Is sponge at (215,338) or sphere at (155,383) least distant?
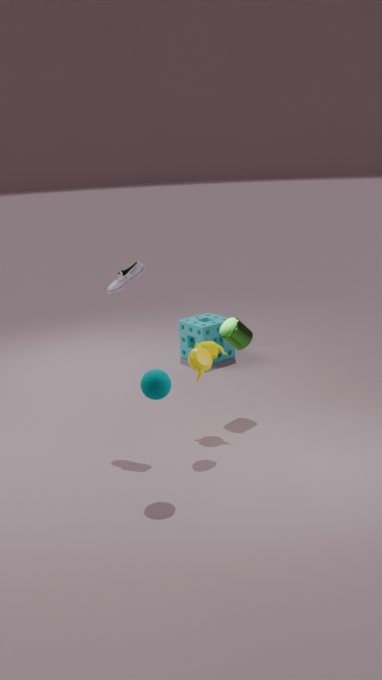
sphere at (155,383)
